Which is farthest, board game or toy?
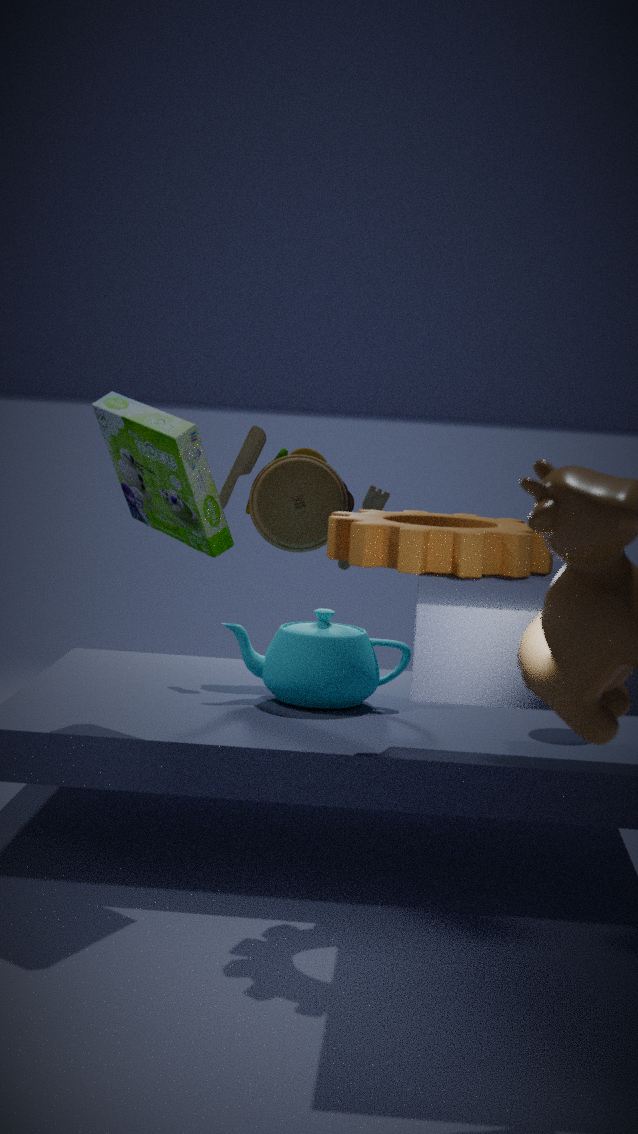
toy
